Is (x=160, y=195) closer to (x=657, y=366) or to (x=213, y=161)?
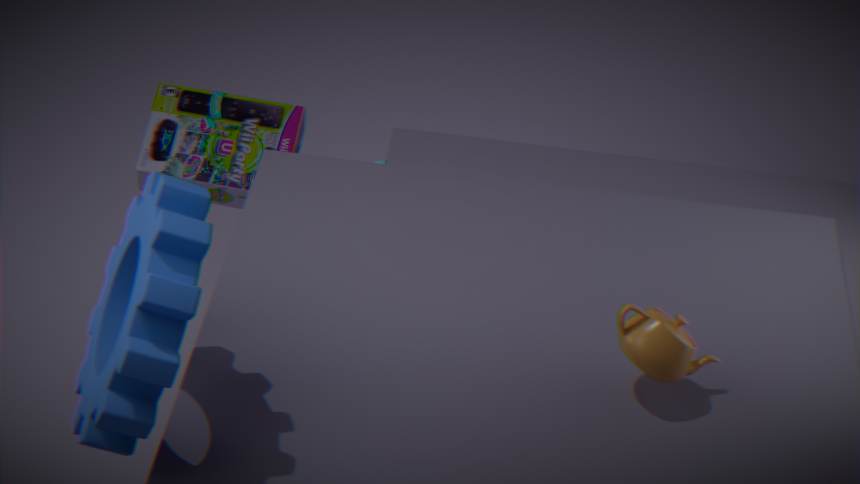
(x=657, y=366)
